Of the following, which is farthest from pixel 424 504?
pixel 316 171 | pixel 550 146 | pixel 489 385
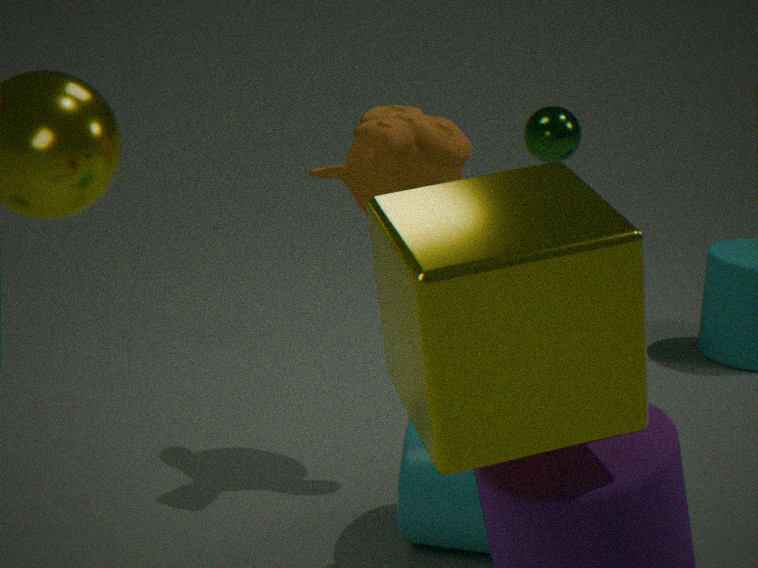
pixel 550 146
